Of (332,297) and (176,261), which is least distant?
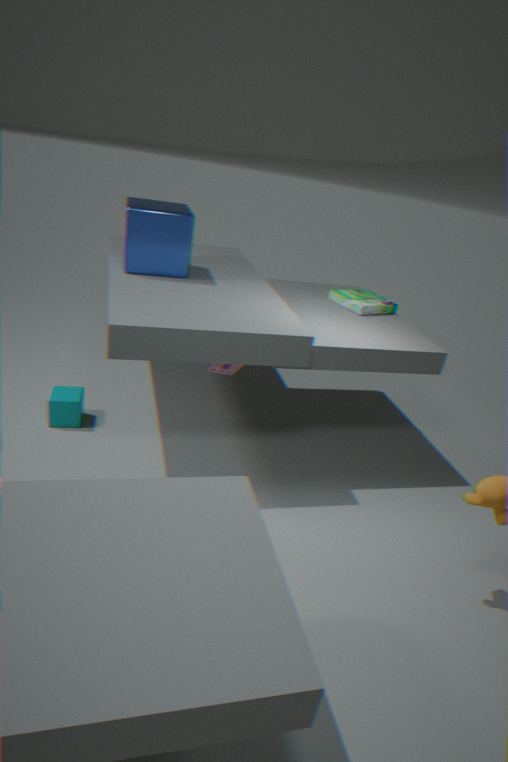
(176,261)
